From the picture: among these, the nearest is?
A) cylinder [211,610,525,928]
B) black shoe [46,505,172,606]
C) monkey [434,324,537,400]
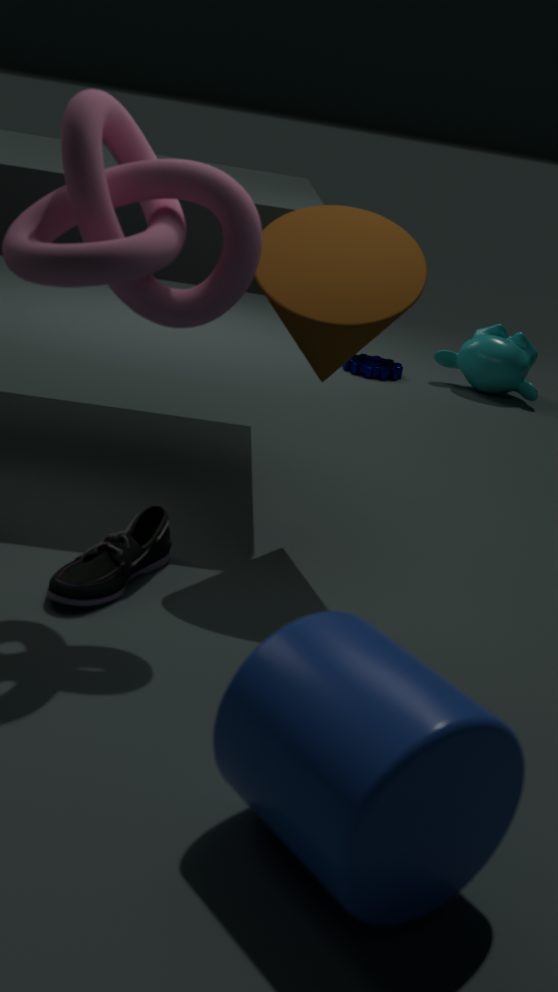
cylinder [211,610,525,928]
